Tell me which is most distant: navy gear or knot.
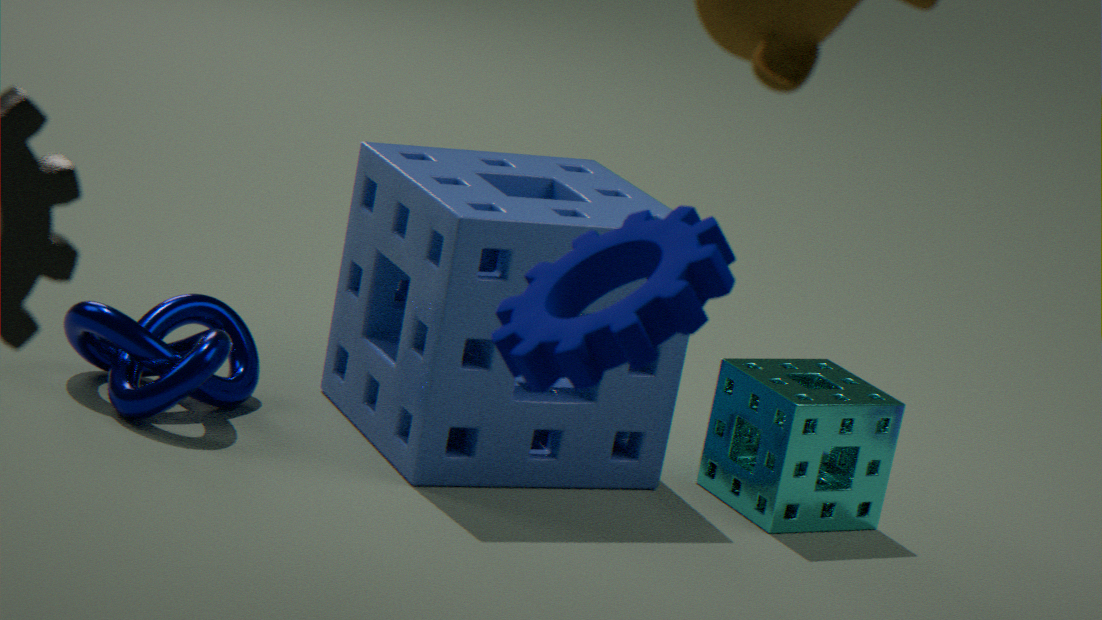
knot
